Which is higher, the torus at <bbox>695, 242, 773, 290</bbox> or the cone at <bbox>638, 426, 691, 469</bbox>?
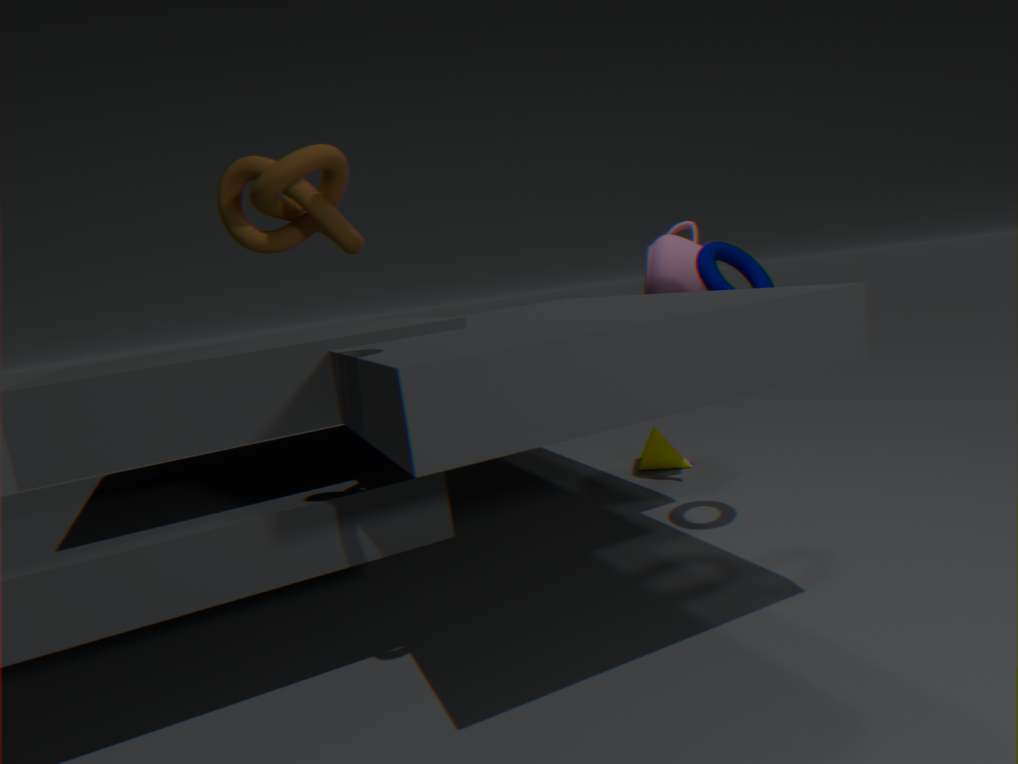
the torus at <bbox>695, 242, 773, 290</bbox>
